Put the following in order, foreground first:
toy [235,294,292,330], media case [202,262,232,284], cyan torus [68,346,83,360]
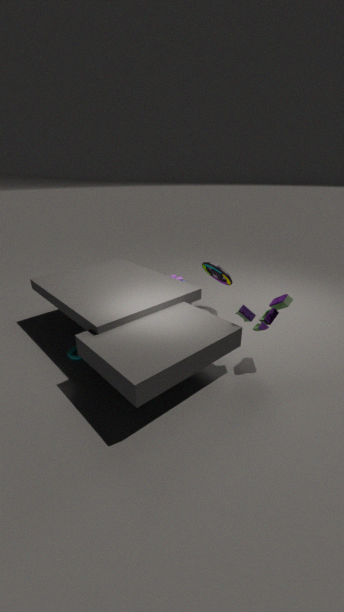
toy [235,294,292,330] < cyan torus [68,346,83,360] < media case [202,262,232,284]
